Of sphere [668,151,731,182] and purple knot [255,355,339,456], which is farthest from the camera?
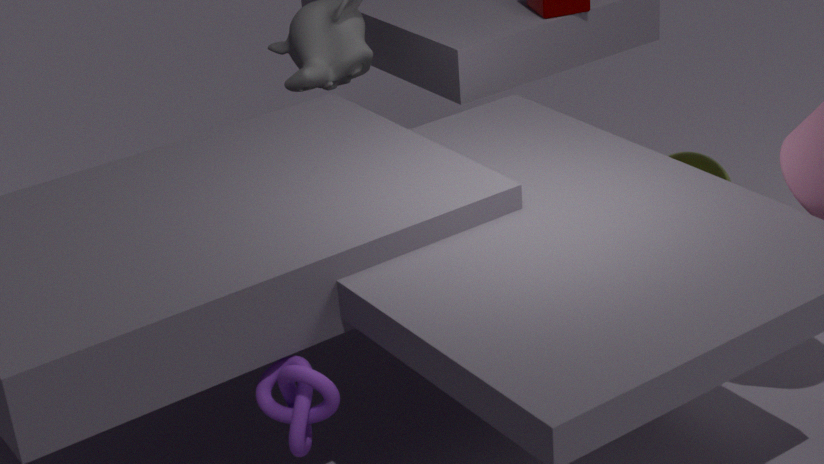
sphere [668,151,731,182]
